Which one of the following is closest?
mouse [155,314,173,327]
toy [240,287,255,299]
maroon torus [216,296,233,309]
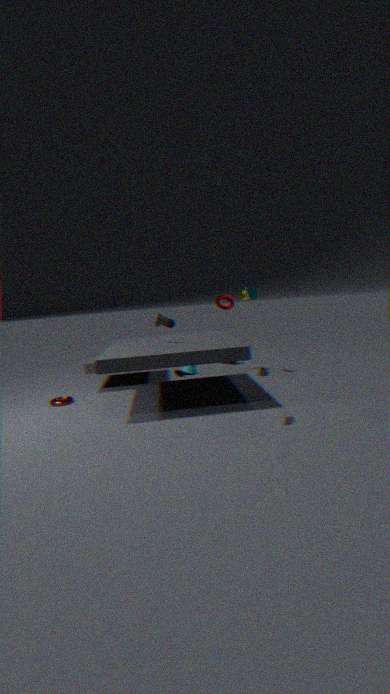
mouse [155,314,173,327]
